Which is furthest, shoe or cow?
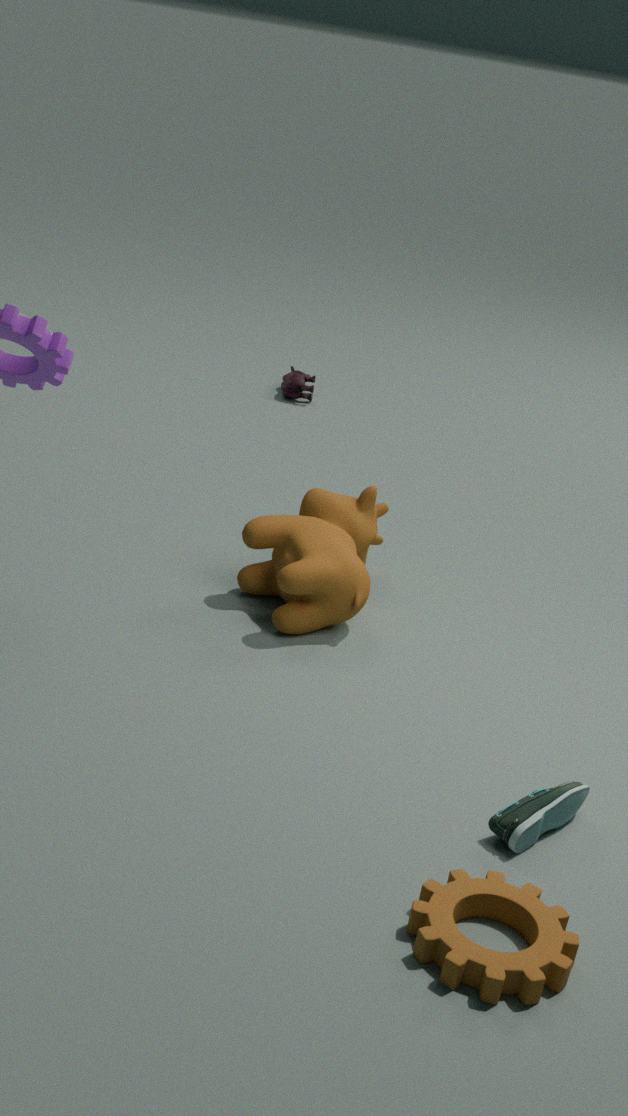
cow
